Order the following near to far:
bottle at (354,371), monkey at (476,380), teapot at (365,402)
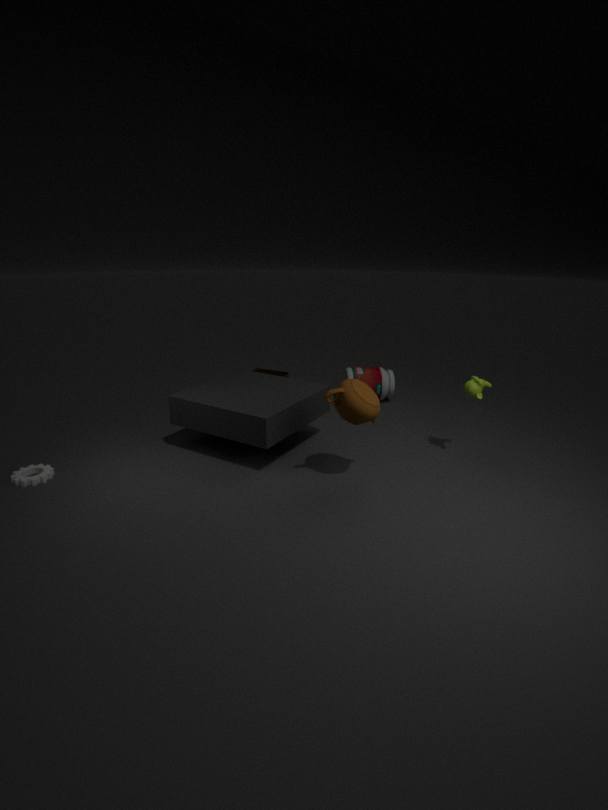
1. teapot at (365,402)
2. monkey at (476,380)
3. bottle at (354,371)
